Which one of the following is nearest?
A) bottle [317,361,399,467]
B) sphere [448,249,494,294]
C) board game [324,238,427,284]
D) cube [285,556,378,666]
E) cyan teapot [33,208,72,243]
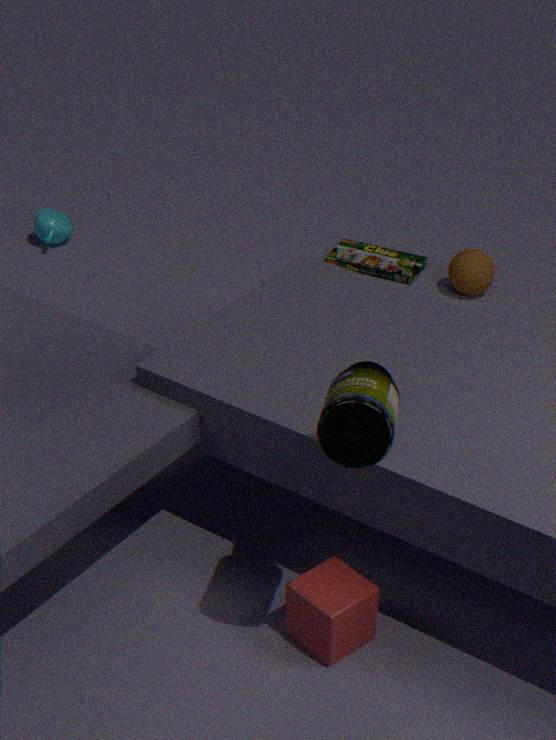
A. bottle [317,361,399,467]
